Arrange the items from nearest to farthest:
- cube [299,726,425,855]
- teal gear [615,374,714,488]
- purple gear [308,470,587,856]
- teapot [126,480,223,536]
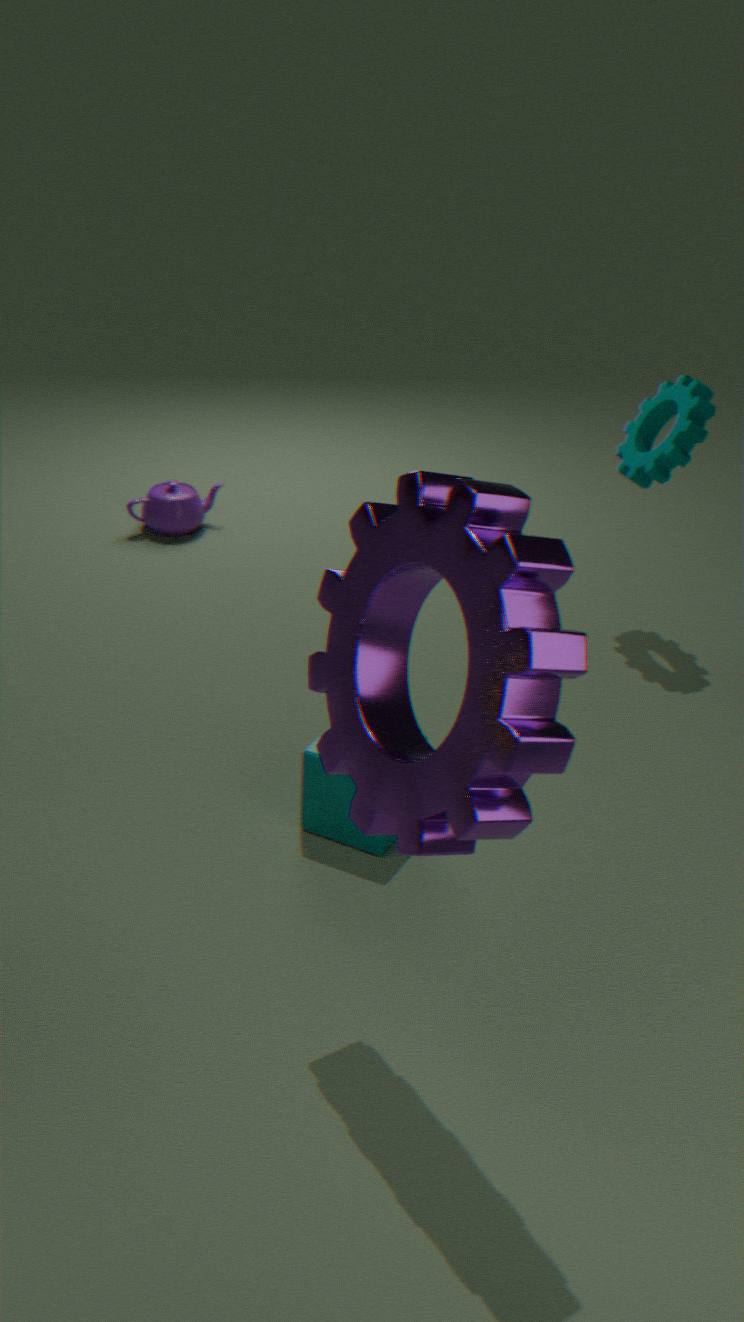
purple gear [308,470,587,856], cube [299,726,425,855], teal gear [615,374,714,488], teapot [126,480,223,536]
